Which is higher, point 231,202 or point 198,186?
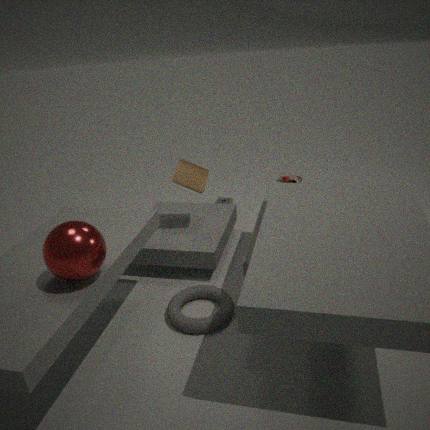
point 198,186
